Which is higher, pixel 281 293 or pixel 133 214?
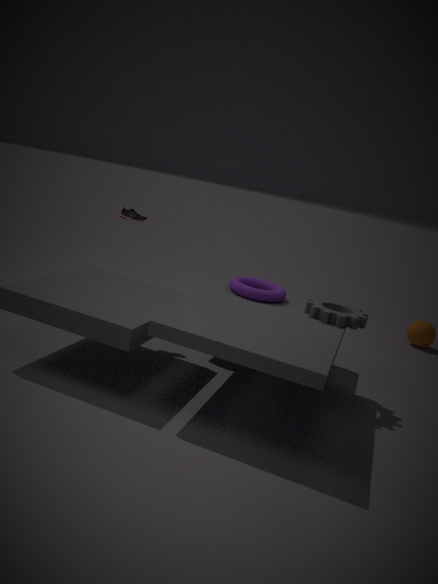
pixel 133 214
